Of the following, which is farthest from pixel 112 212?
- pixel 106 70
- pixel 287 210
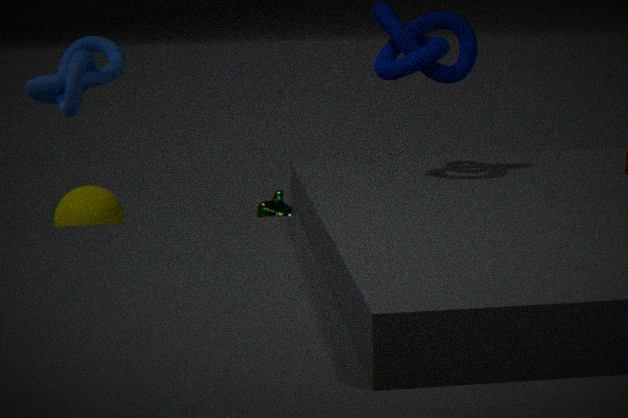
pixel 106 70
